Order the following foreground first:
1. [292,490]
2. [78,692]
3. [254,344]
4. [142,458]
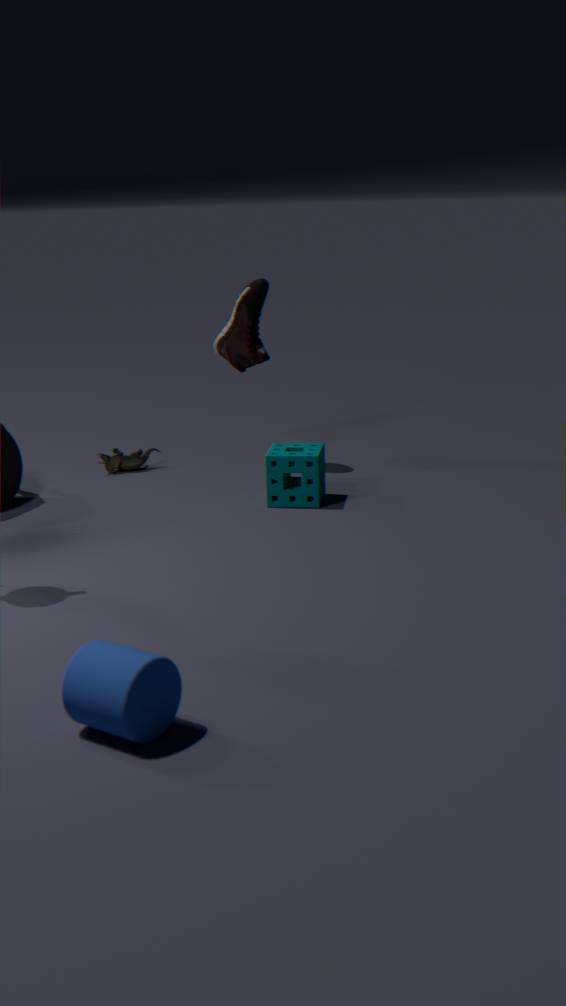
[78,692] → [292,490] → [254,344] → [142,458]
